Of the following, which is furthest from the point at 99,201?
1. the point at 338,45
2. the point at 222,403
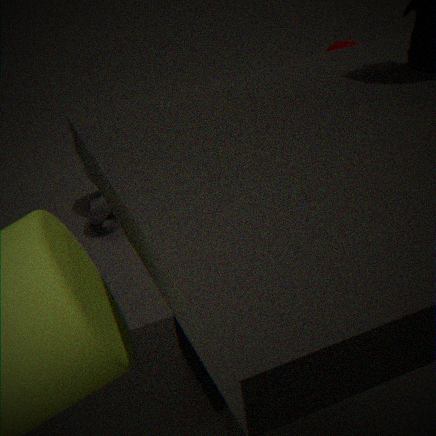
the point at 222,403
